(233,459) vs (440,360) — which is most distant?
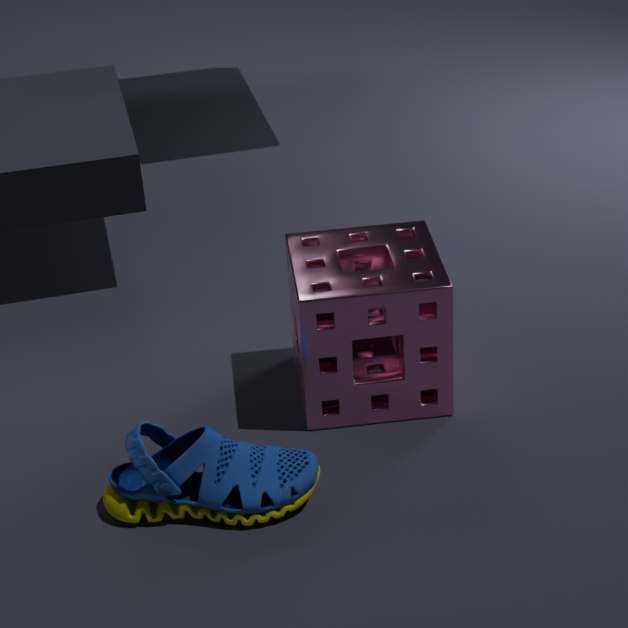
(440,360)
